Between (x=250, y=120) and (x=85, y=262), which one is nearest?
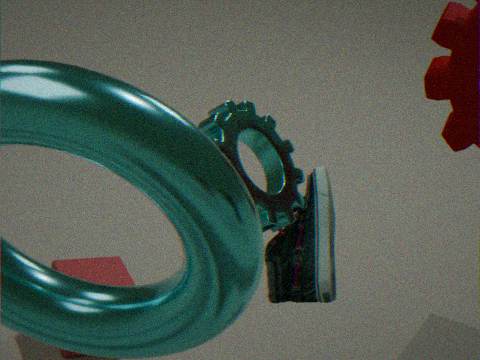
(x=250, y=120)
